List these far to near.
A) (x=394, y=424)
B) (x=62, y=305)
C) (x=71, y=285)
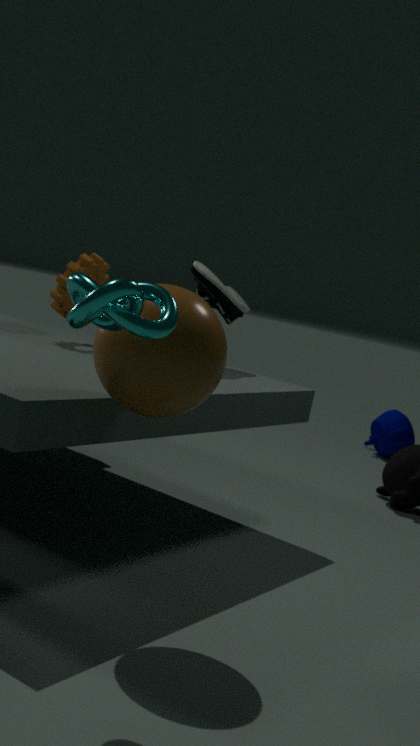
(x=394, y=424) → (x=62, y=305) → (x=71, y=285)
